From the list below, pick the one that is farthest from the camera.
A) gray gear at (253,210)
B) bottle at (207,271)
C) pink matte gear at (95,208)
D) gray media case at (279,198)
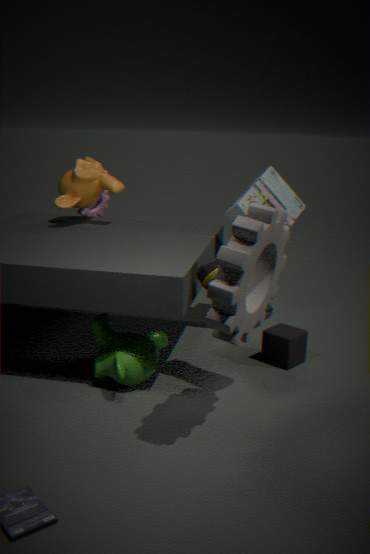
pink matte gear at (95,208)
